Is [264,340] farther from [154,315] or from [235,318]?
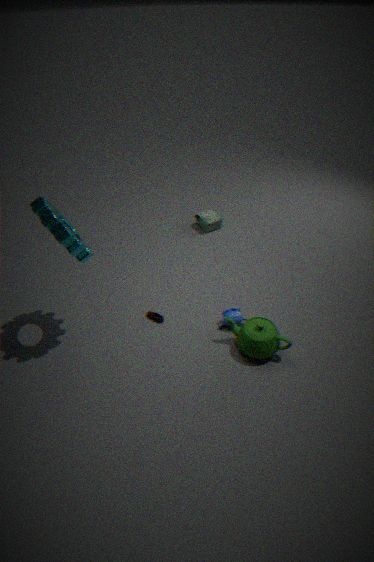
[154,315]
